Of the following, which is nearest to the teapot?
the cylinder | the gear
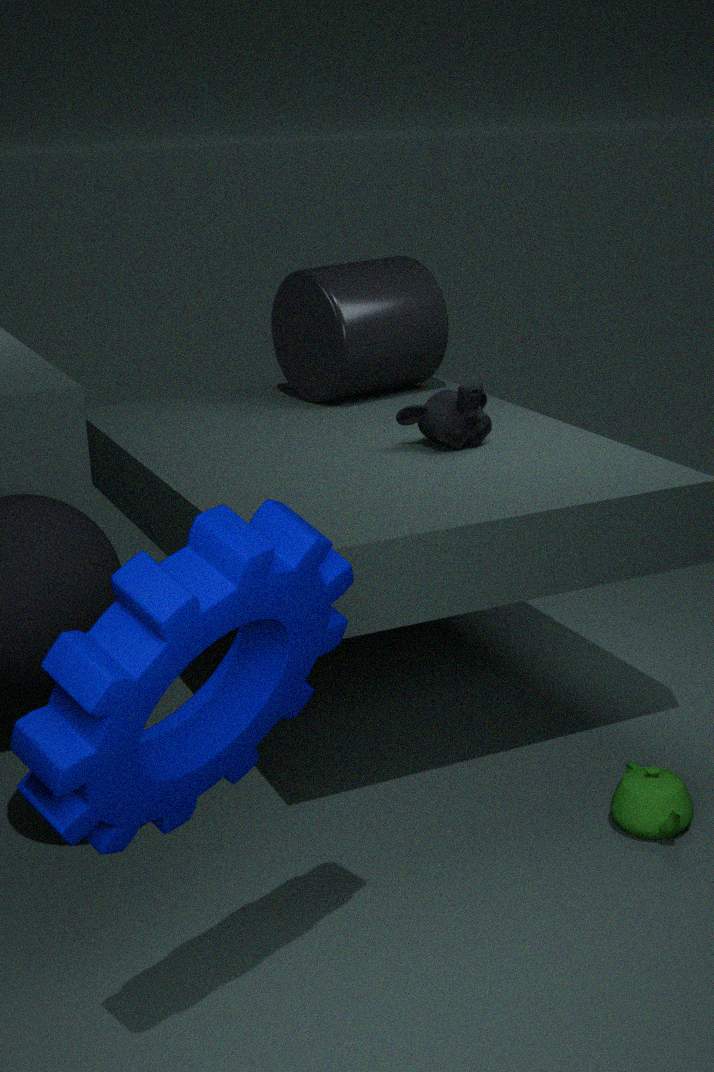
the gear
